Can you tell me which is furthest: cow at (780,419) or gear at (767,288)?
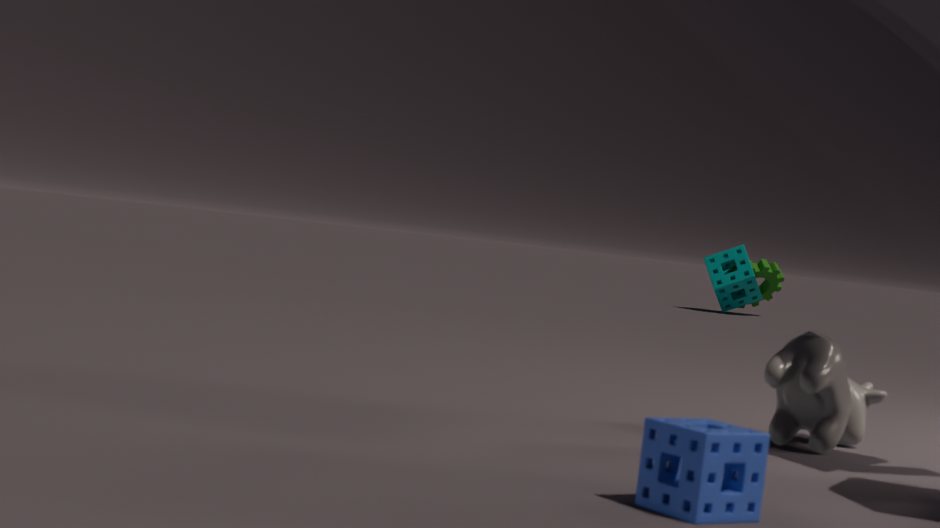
gear at (767,288)
